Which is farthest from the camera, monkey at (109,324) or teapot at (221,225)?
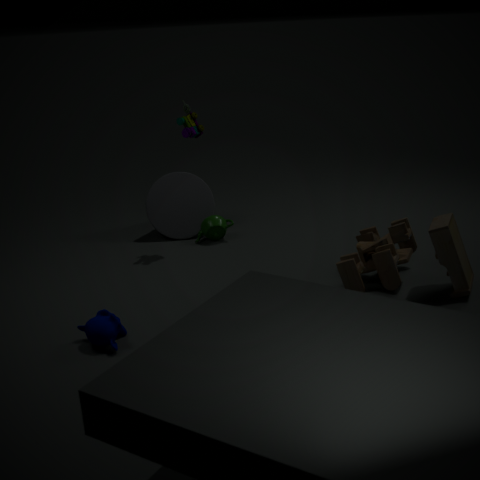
teapot at (221,225)
